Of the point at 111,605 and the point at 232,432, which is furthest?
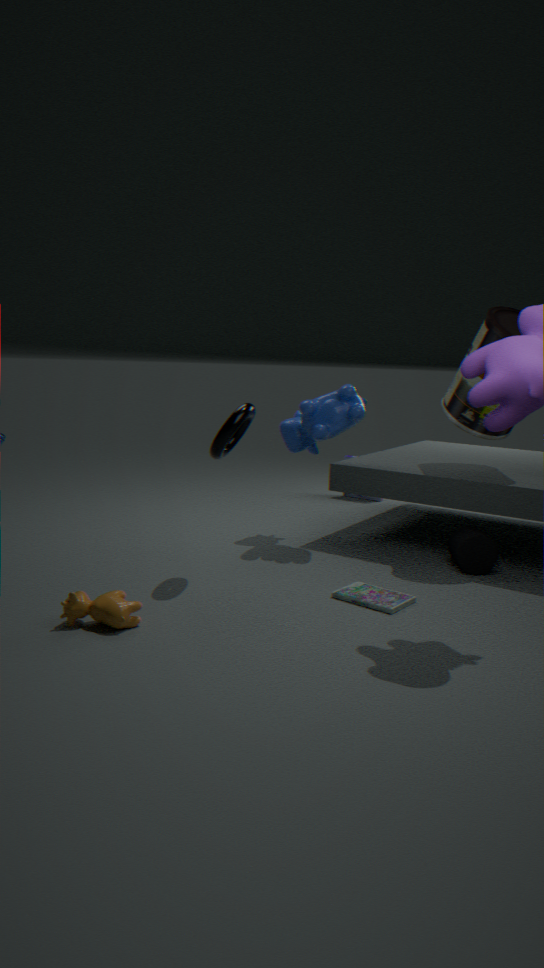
the point at 232,432
